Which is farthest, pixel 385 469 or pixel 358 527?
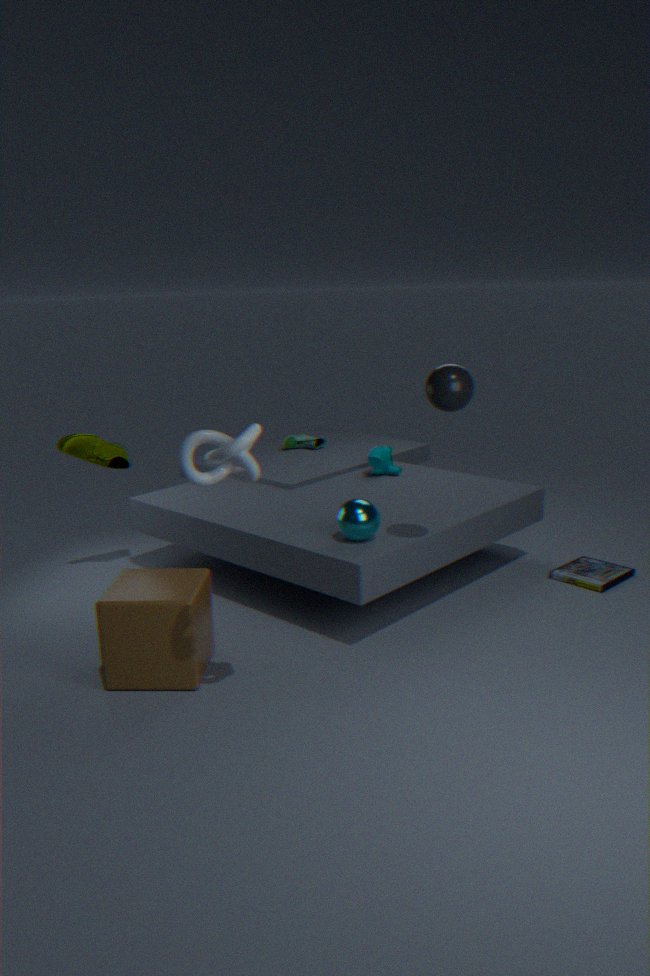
pixel 385 469
